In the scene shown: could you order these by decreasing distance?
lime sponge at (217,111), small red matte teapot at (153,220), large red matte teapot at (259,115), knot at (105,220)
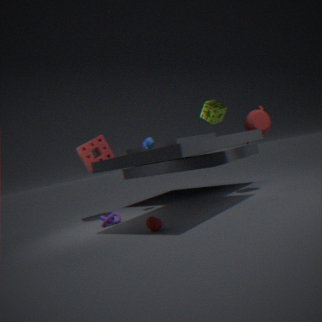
large red matte teapot at (259,115) → knot at (105,220) → lime sponge at (217,111) → small red matte teapot at (153,220)
